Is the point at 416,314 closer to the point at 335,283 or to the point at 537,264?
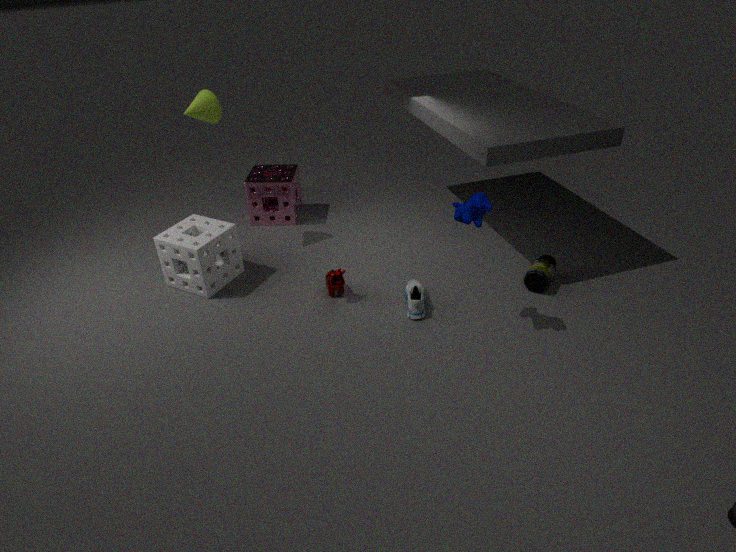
the point at 335,283
